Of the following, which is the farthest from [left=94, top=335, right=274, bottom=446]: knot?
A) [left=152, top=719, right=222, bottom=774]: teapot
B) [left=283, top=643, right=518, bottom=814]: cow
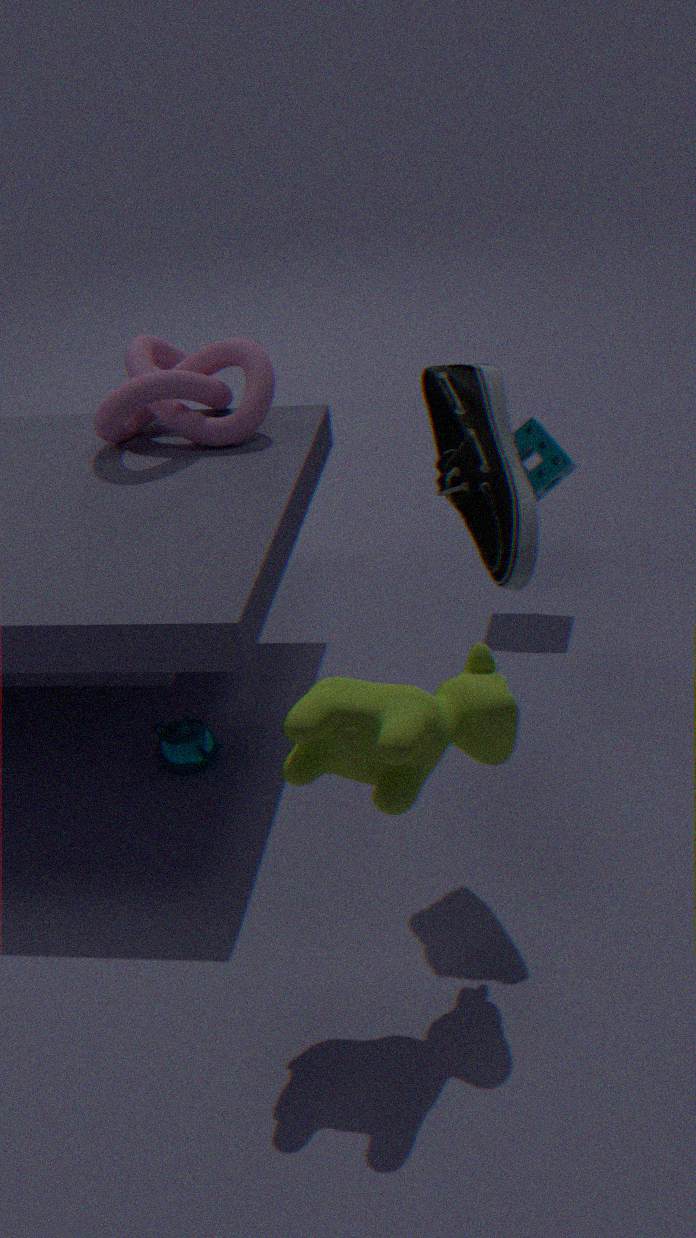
[left=283, top=643, right=518, bottom=814]: cow
